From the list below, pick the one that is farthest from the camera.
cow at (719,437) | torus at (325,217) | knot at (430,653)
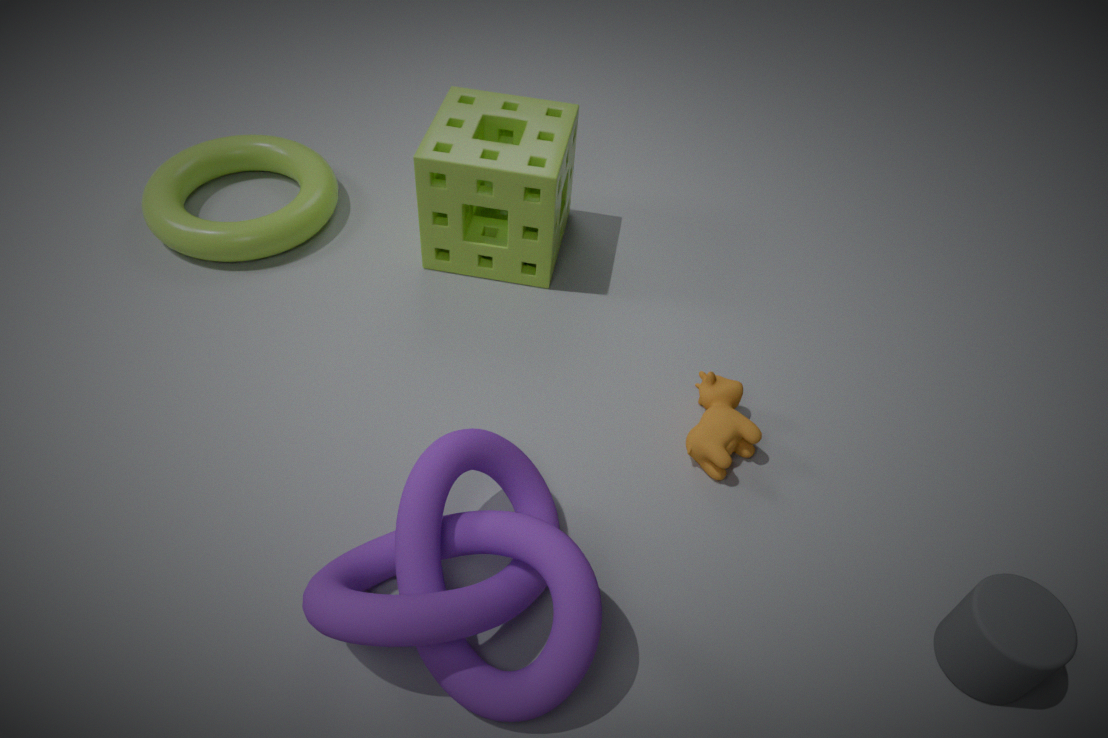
torus at (325,217)
